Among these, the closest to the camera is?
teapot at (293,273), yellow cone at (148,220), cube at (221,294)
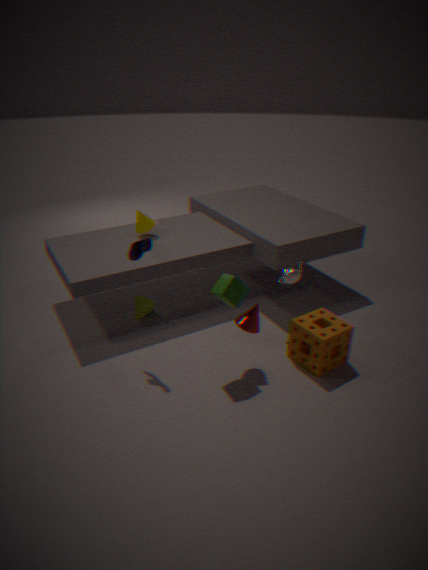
cube at (221,294)
